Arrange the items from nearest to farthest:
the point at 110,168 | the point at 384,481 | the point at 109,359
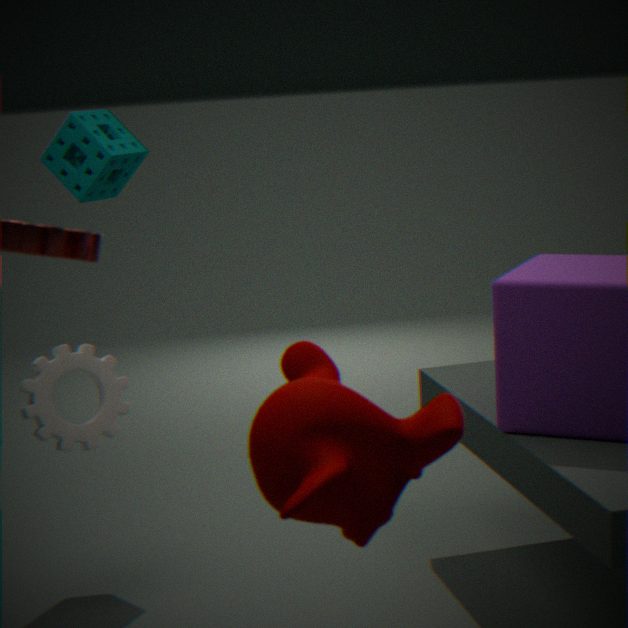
1. the point at 384,481
2. the point at 109,359
3. the point at 110,168
